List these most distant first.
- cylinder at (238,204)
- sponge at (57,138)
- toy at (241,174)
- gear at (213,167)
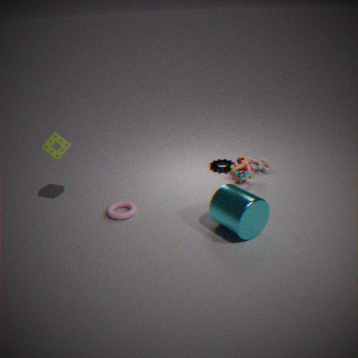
gear at (213,167)
toy at (241,174)
sponge at (57,138)
cylinder at (238,204)
